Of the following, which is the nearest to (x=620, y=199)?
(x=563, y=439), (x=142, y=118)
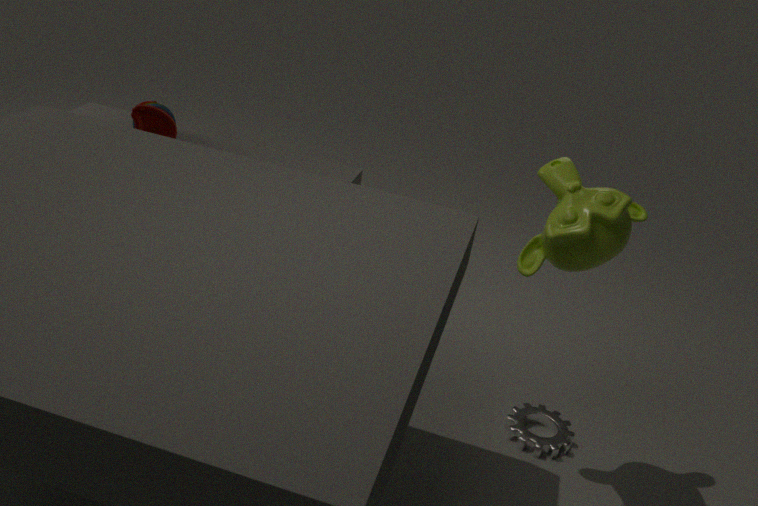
(x=563, y=439)
